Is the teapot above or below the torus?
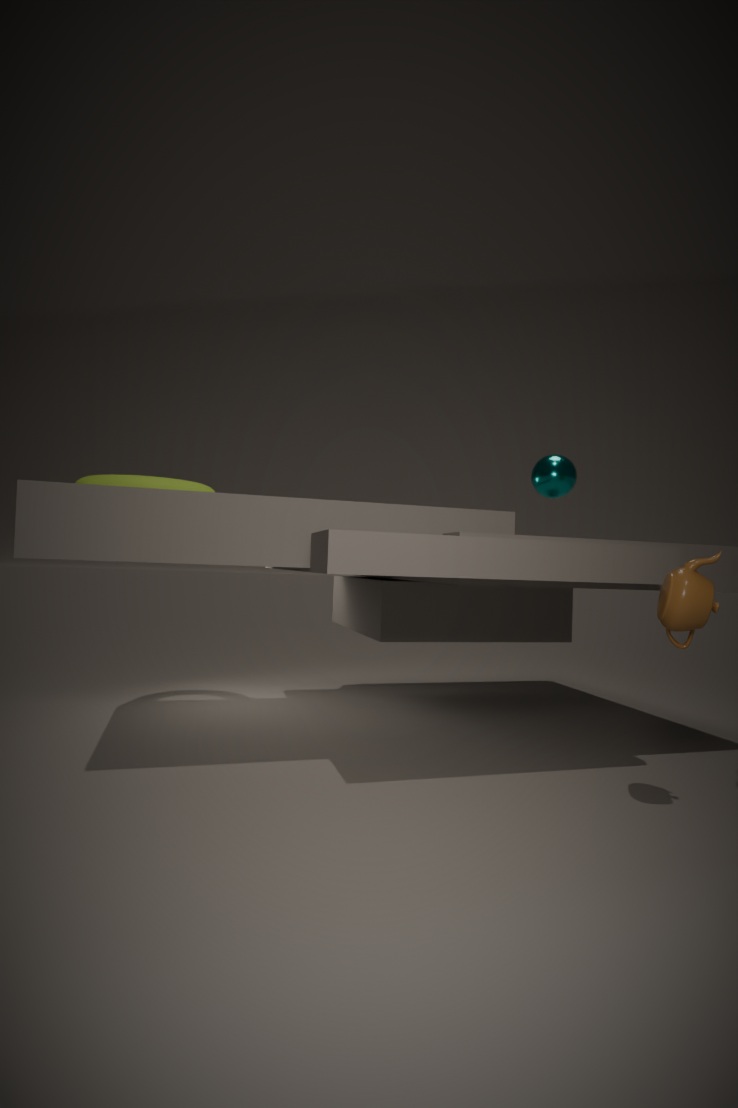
below
